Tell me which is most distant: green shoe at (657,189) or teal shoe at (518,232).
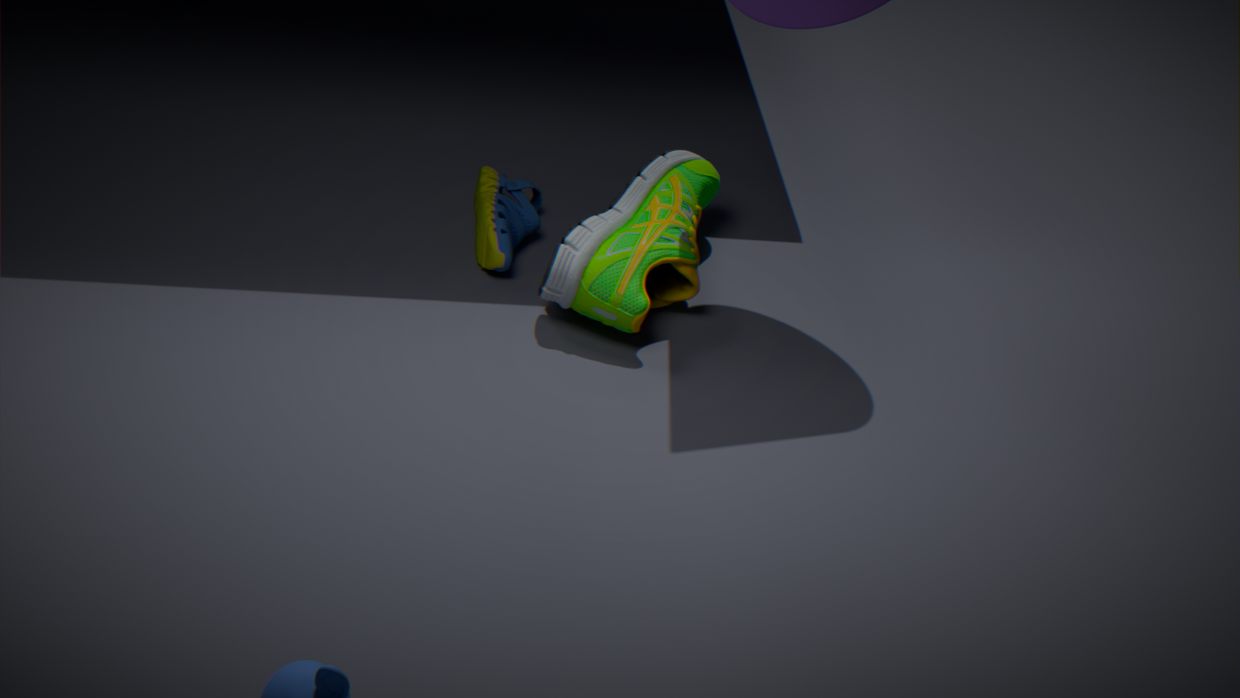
teal shoe at (518,232)
